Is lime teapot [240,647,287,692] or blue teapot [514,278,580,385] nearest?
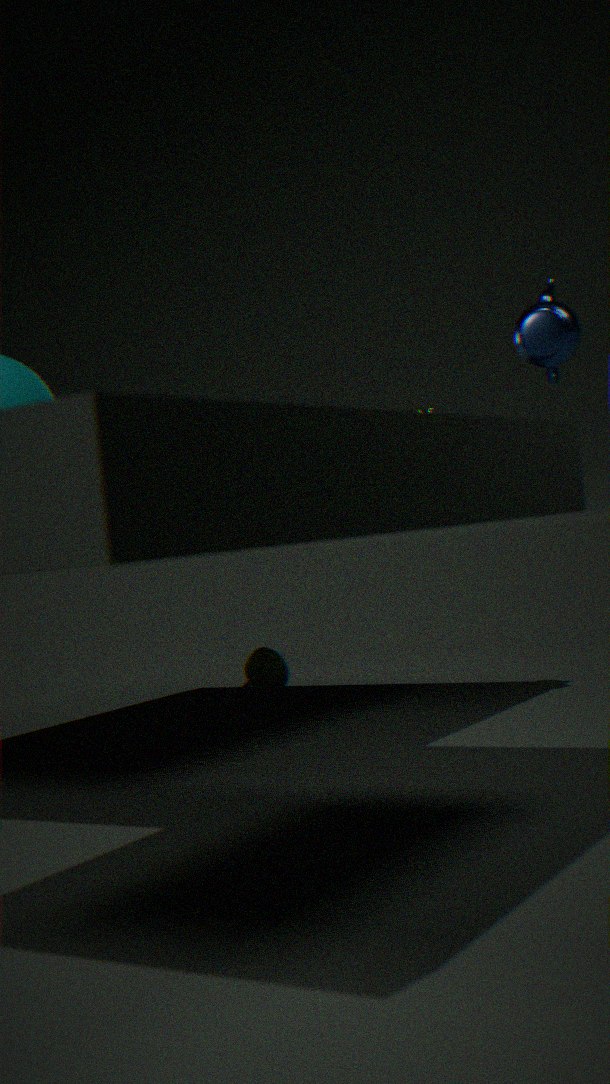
blue teapot [514,278,580,385]
